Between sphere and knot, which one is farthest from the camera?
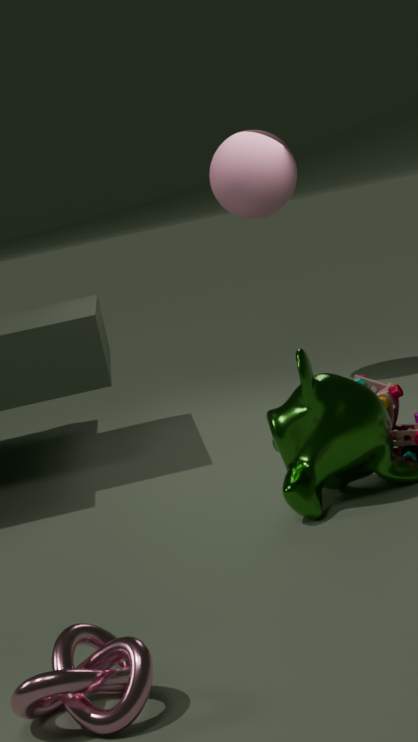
sphere
